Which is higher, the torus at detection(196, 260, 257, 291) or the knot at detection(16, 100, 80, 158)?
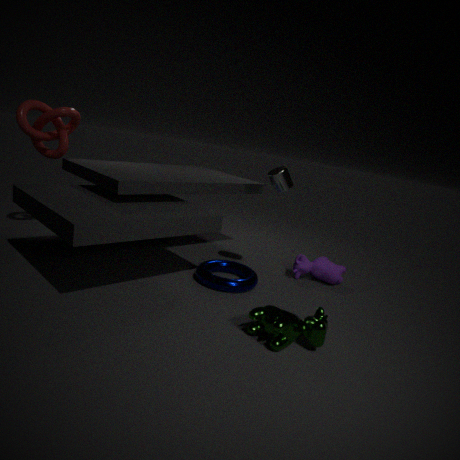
the knot at detection(16, 100, 80, 158)
